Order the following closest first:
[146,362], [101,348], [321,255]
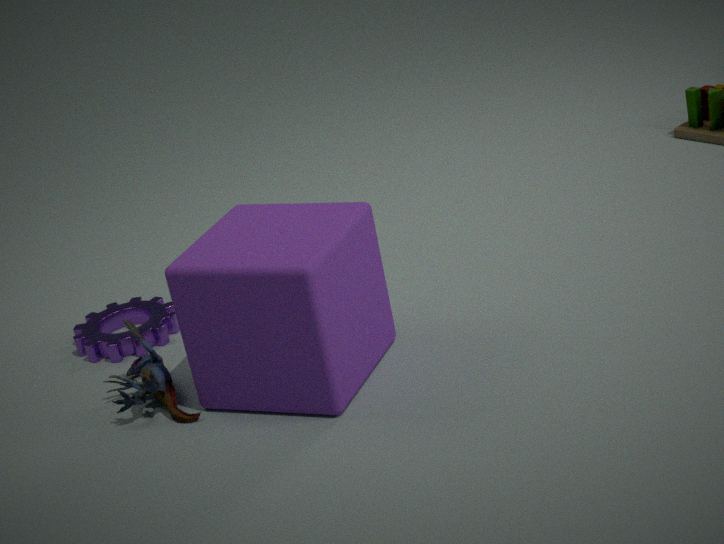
[321,255]
[146,362]
[101,348]
